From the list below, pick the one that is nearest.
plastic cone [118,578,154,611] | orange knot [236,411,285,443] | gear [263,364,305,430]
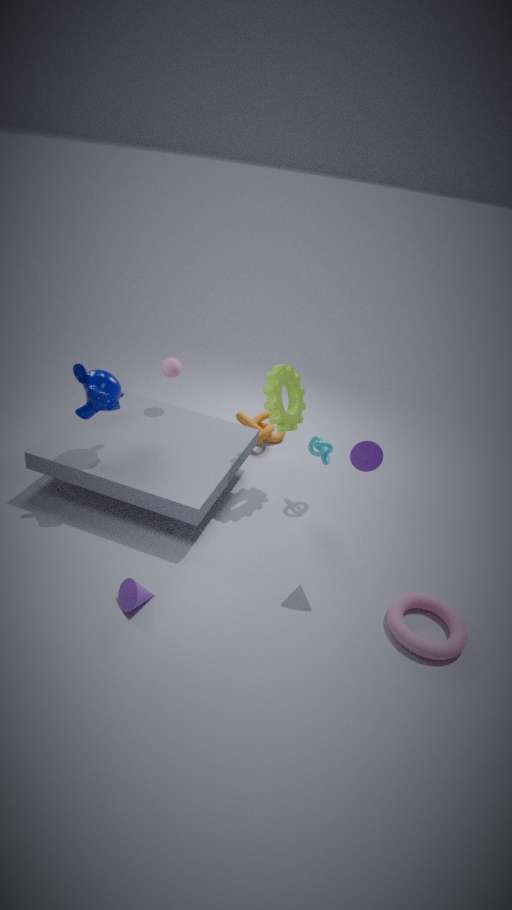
plastic cone [118,578,154,611]
